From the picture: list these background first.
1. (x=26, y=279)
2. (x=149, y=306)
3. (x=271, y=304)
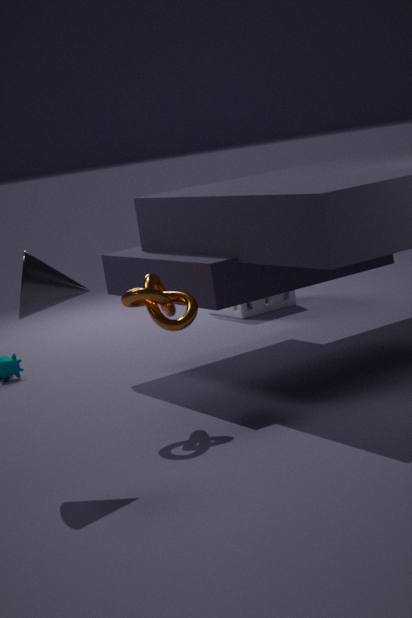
(x=271, y=304), (x=149, y=306), (x=26, y=279)
